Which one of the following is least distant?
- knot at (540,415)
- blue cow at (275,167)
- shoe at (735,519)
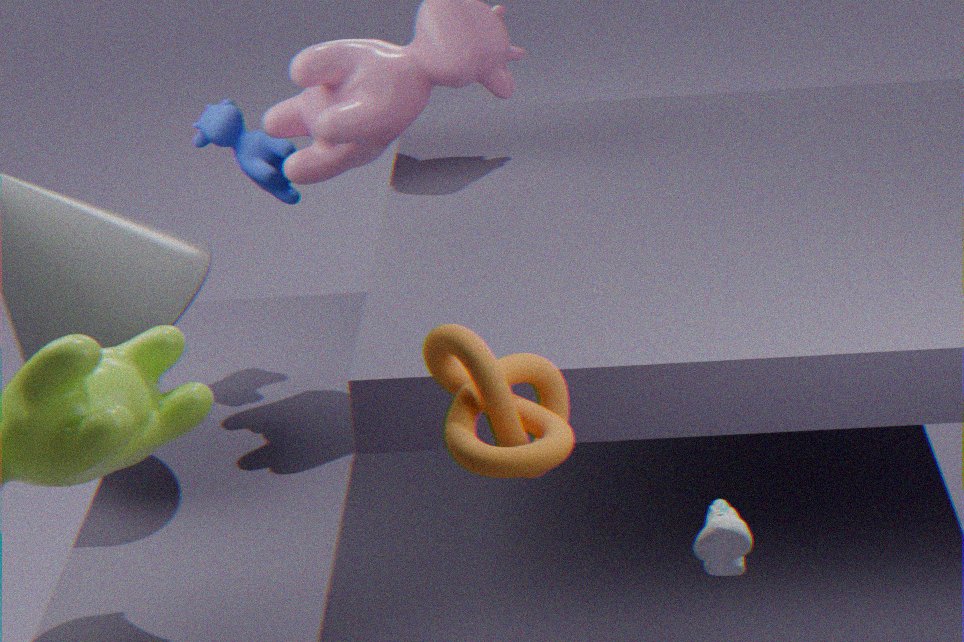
knot at (540,415)
